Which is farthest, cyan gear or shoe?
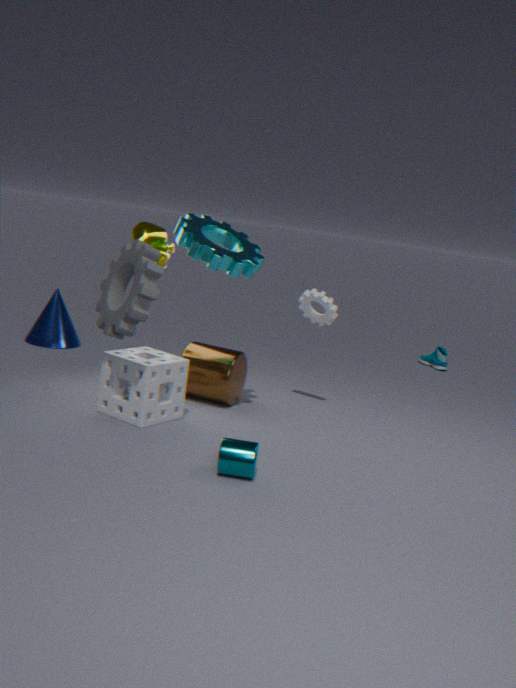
shoe
